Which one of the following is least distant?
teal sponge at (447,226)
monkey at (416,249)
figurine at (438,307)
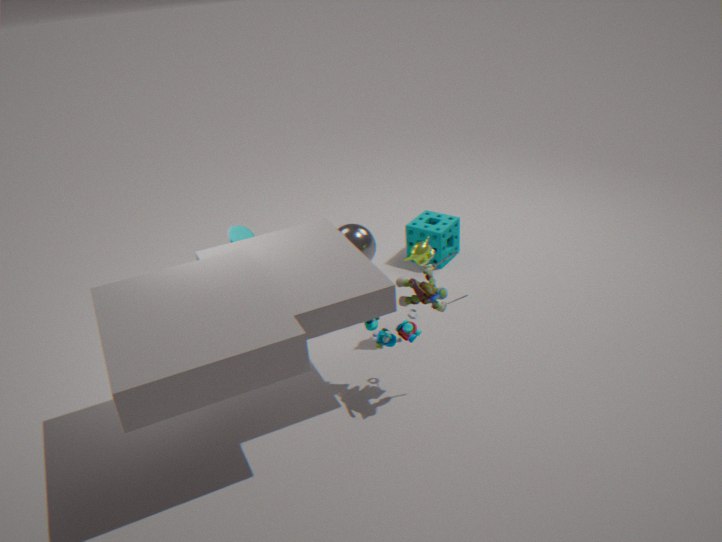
figurine at (438,307)
